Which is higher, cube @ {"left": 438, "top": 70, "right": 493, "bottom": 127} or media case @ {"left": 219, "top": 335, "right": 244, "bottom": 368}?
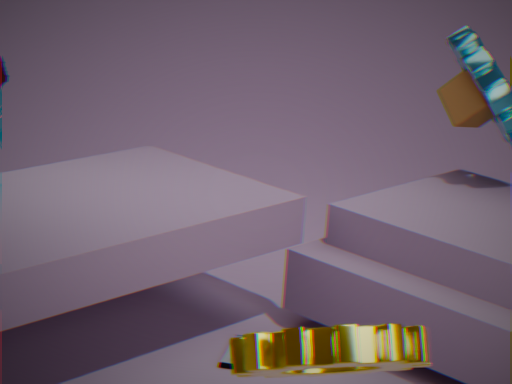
cube @ {"left": 438, "top": 70, "right": 493, "bottom": 127}
